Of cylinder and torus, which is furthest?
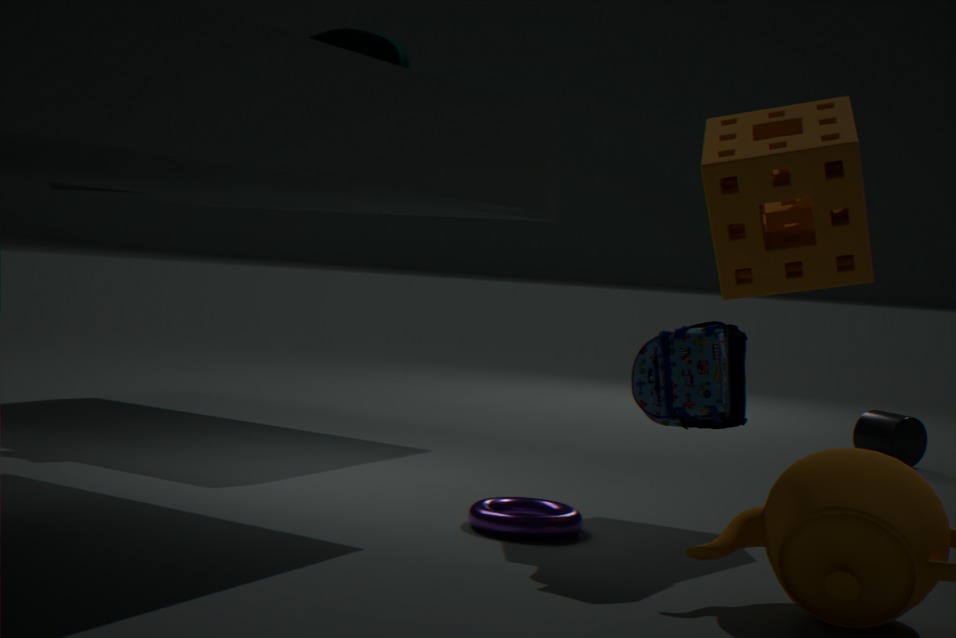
cylinder
